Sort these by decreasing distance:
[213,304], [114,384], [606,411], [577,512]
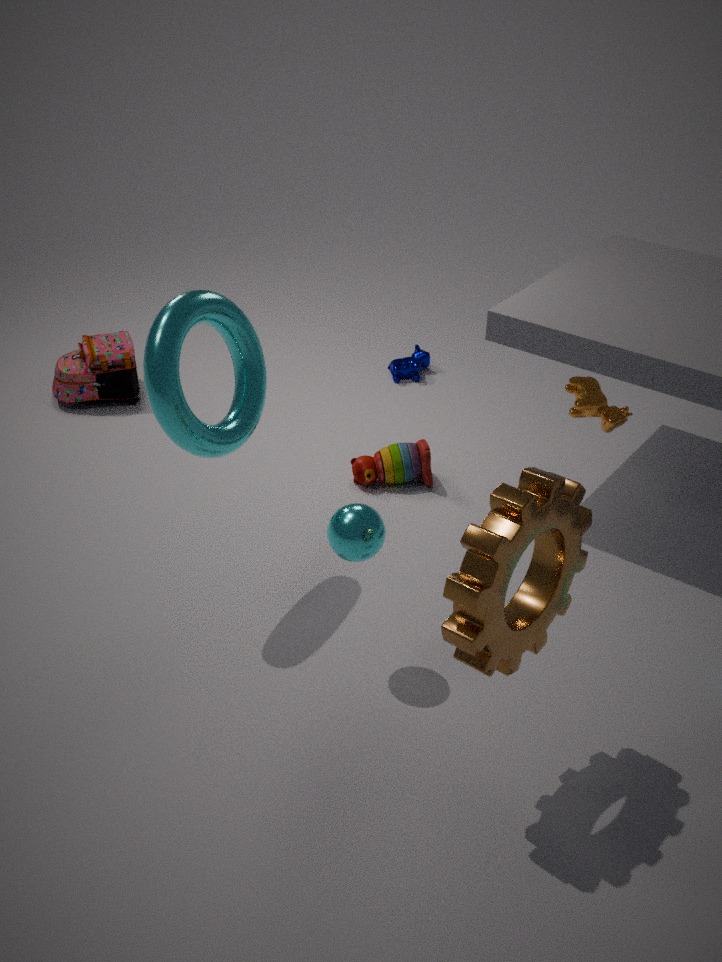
[114,384] < [606,411] < [213,304] < [577,512]
